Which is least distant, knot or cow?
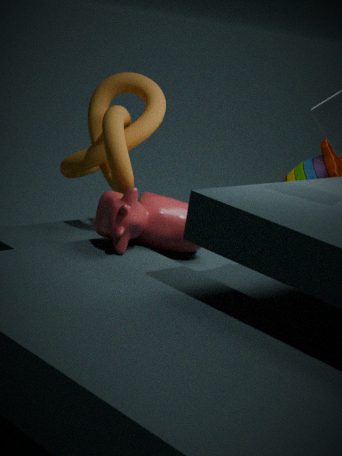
cow
